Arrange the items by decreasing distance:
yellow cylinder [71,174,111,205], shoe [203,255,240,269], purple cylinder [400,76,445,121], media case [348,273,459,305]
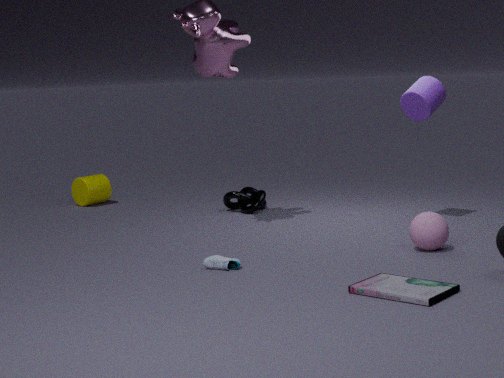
1. yellow cylinder [71,174,111,205]
2. purple cylinder [400,76,445,121]
3. shoe [203,255,240,269]
4. media case [348,273,459,305]
